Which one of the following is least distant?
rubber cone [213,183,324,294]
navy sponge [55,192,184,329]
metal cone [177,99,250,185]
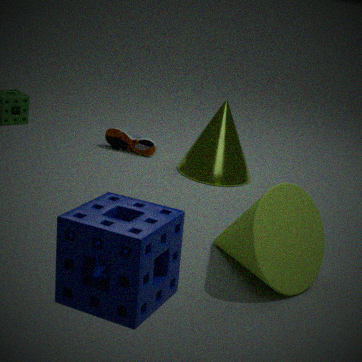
navy sponge [55,192,184,329]
